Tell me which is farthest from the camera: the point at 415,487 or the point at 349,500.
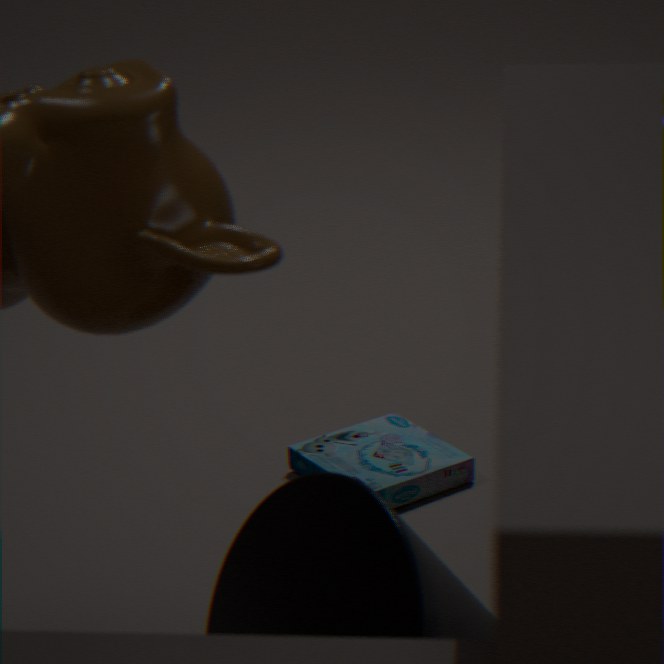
the point at 415,487
